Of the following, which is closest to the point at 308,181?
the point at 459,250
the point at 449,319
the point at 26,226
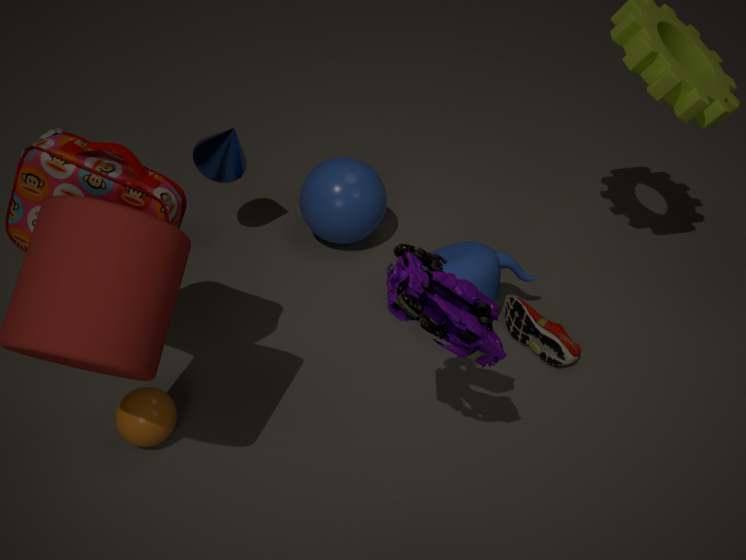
the point at 459,250
